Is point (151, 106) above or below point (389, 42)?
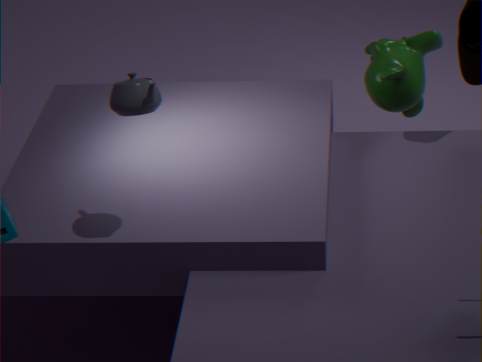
above
